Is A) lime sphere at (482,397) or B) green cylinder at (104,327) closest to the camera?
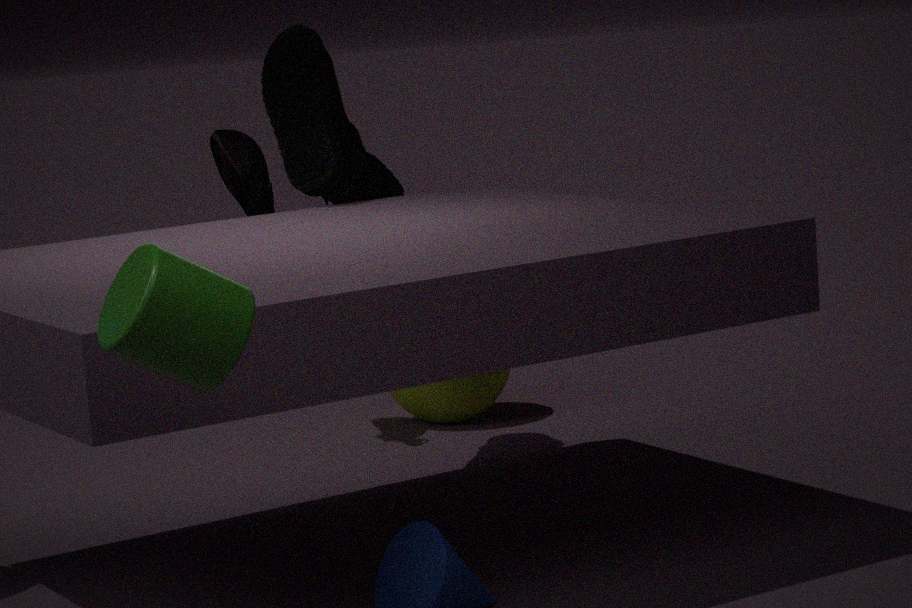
B. green cylinder at (104,327)
